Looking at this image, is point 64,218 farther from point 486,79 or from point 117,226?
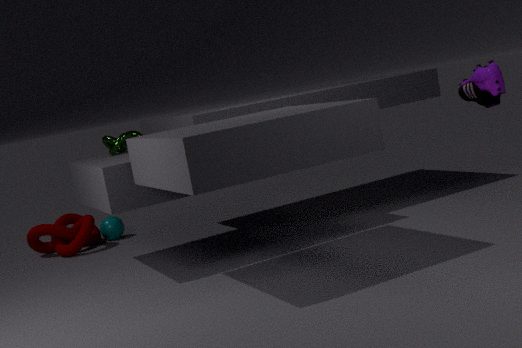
point 486,79
